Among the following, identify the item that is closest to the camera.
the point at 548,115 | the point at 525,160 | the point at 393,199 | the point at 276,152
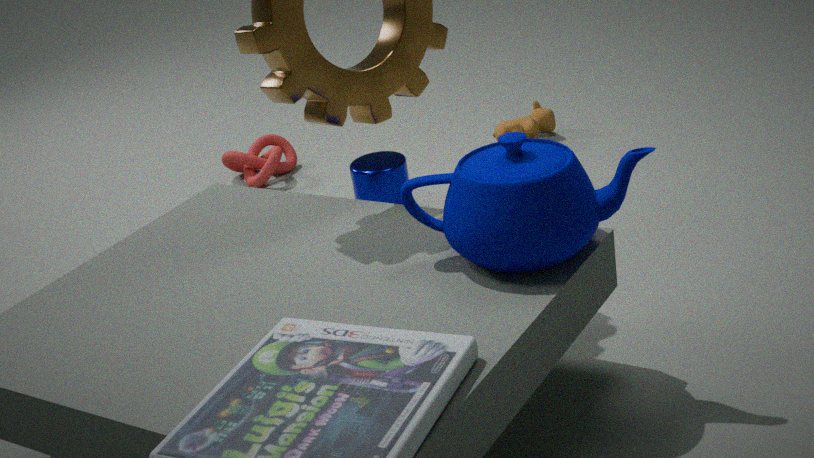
the point at 525,160
